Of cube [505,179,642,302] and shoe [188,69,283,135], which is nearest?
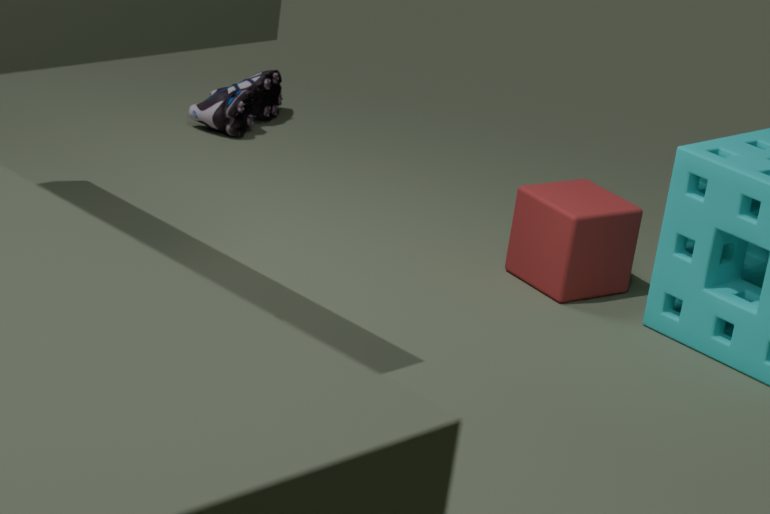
cube [505,179,642,302]
